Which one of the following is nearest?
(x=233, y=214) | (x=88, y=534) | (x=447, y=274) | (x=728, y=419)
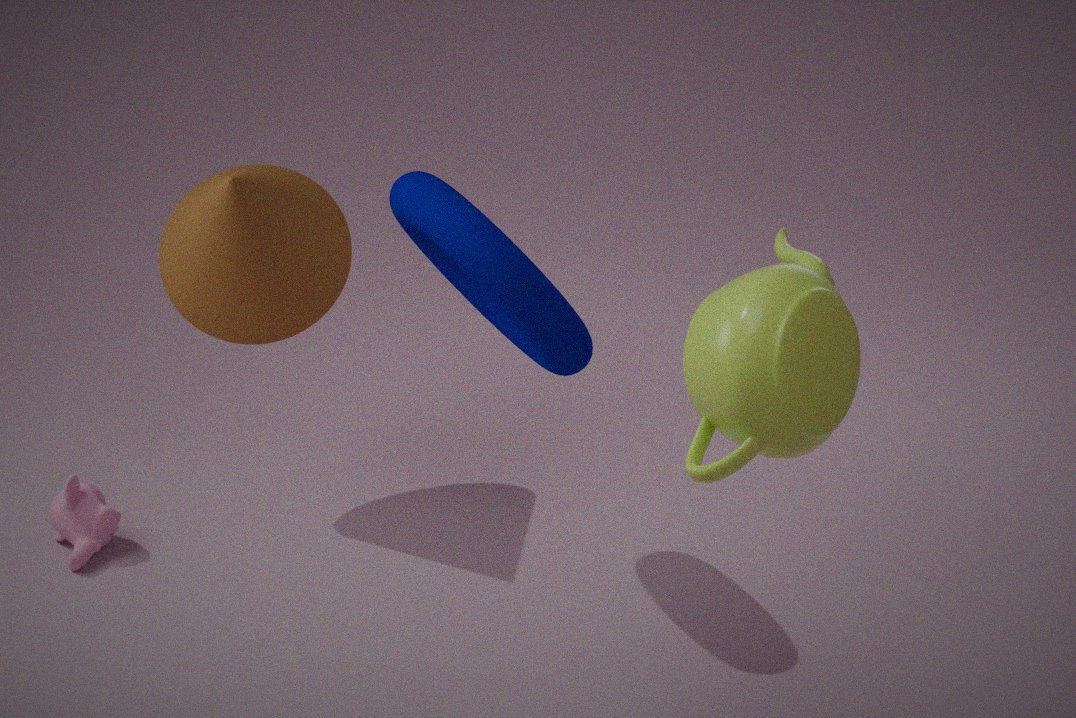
(x=728, y=419)
